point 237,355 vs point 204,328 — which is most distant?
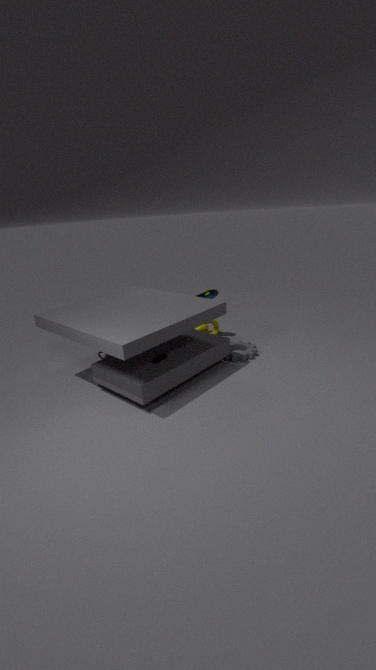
point 204,328
